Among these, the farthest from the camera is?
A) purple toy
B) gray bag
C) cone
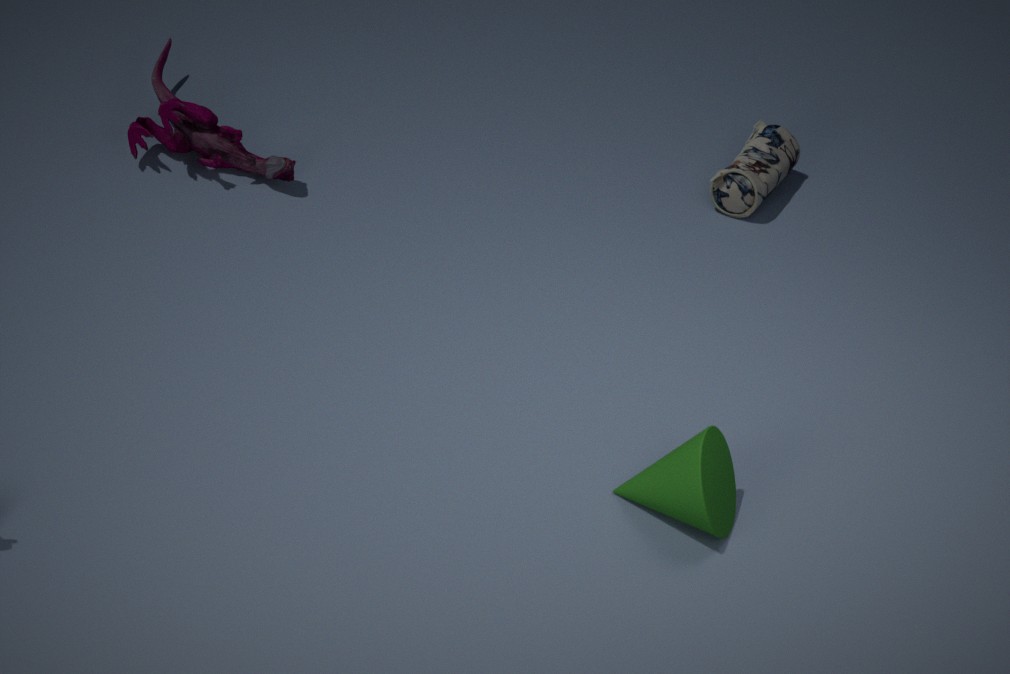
gray bag
